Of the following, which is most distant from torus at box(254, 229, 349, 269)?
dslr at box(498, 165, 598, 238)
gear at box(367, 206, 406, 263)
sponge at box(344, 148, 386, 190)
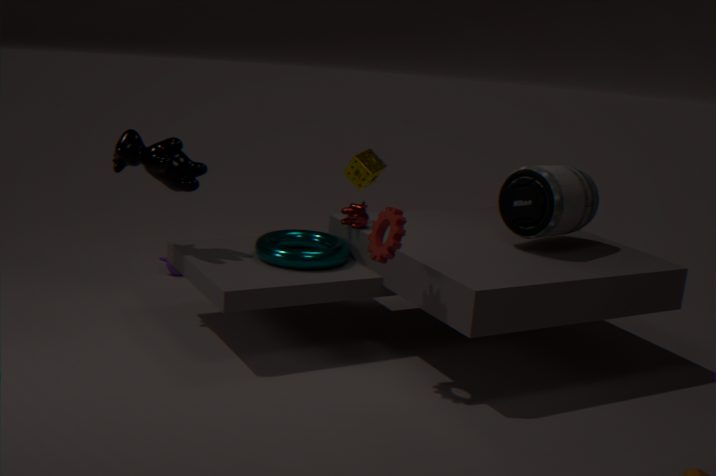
sponge at box(344, 148, 386, 190)
